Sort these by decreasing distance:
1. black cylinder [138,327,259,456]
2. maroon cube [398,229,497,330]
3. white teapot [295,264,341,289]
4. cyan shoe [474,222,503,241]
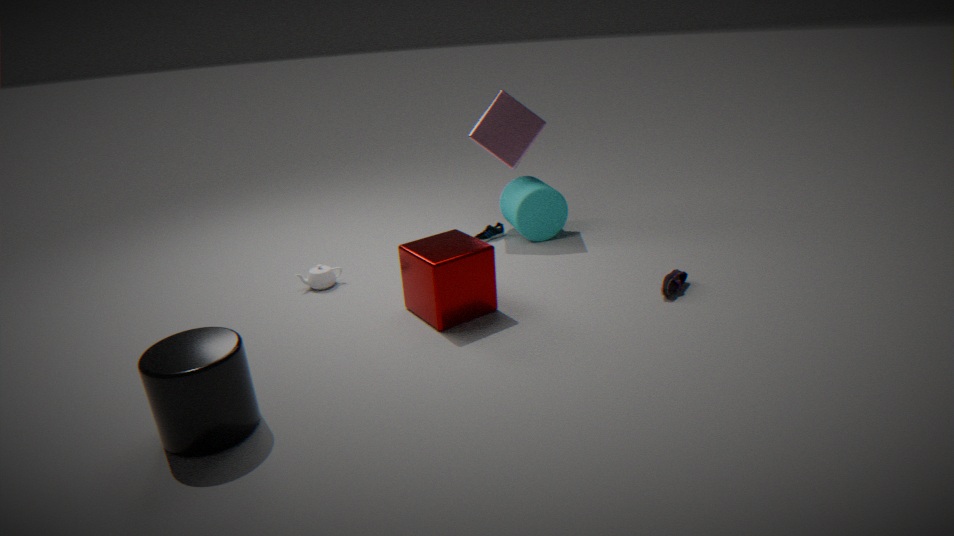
cyan shoe [474,222,503,241]
white teapot [295,264,341,289]
maroon cube [398,229,497,330]
black cylinder [138,327,259,456]
